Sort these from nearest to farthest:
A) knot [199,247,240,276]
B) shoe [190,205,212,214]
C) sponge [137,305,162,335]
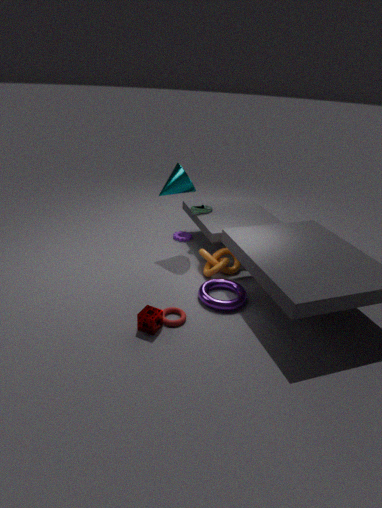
sponge [137,305,162,335] < knot [199,247,240,276] < shoe [190,205,212,214]
